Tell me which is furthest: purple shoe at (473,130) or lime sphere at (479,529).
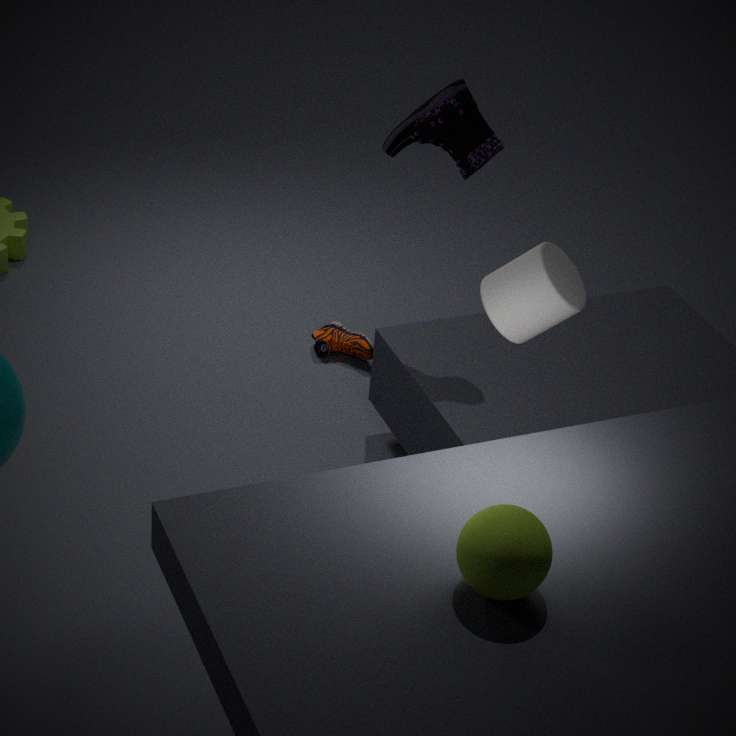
purple shoe at (473,130)
